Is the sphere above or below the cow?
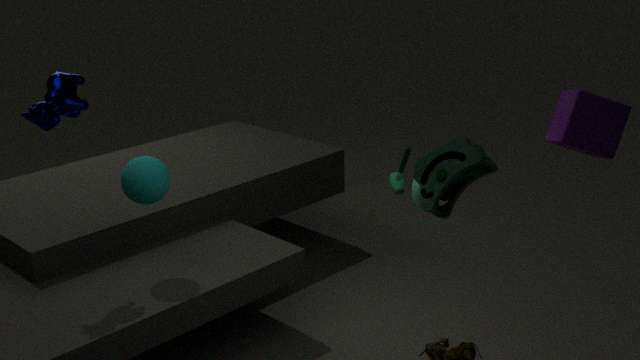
below
